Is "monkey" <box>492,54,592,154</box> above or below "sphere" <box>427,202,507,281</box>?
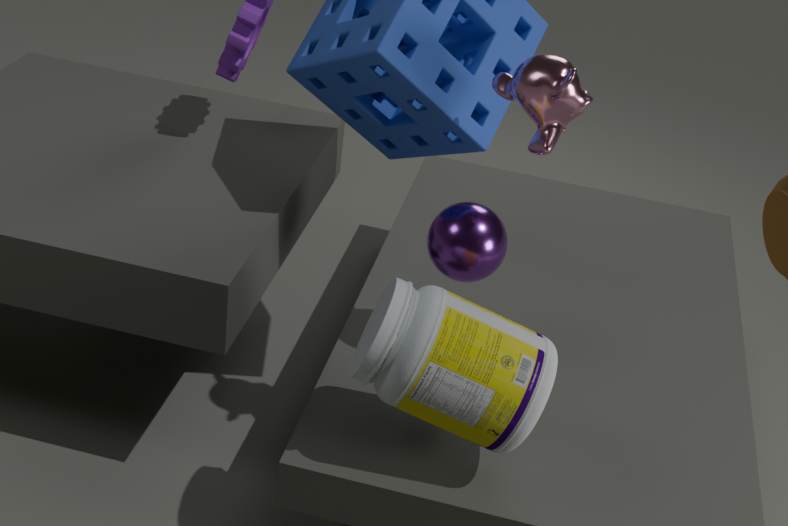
above
